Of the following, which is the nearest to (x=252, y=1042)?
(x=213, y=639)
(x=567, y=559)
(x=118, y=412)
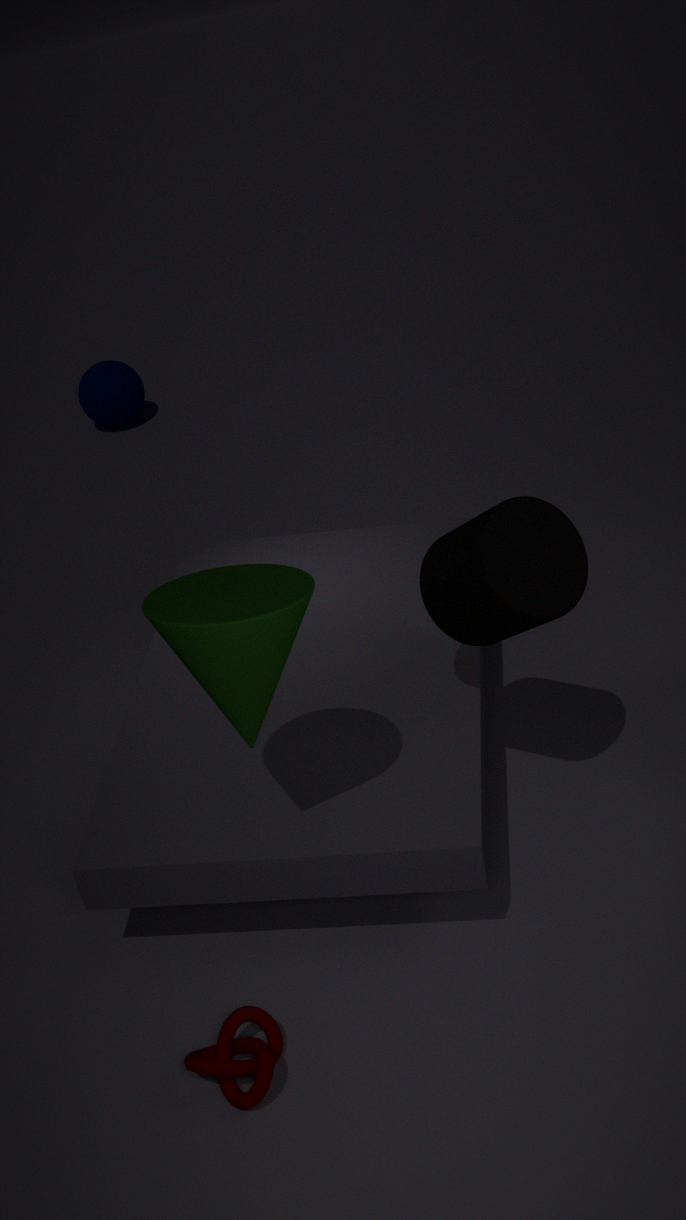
(x=213, y=639)
